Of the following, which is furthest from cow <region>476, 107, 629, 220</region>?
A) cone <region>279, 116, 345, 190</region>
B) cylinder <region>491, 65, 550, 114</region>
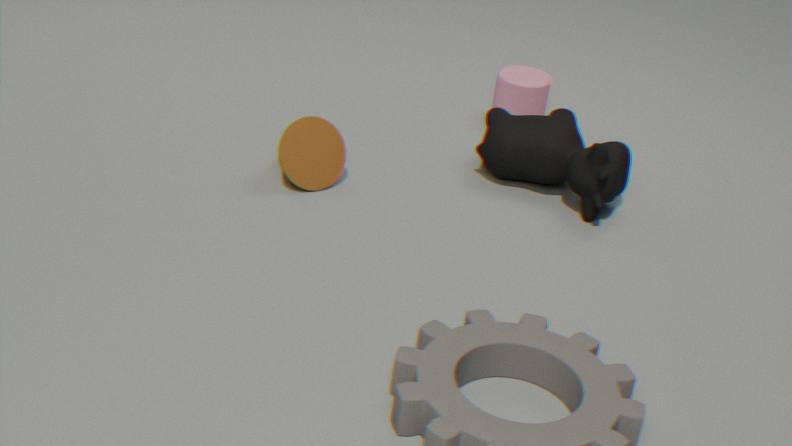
cone <region>279, 116, 345, 190</region>
